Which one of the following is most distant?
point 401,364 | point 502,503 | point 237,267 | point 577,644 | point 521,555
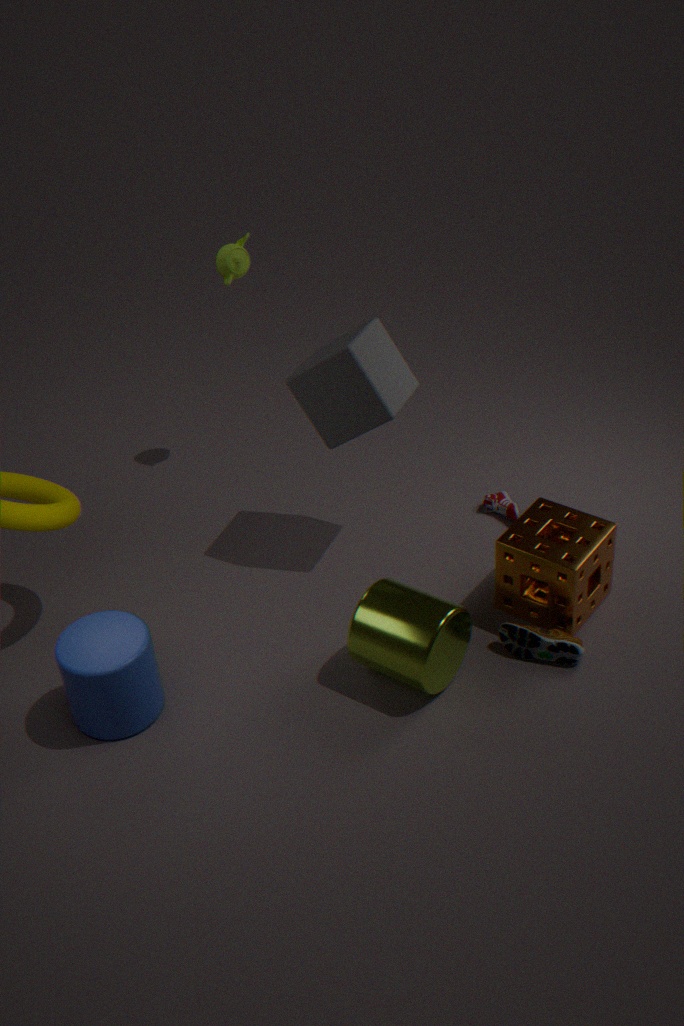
point 237,267
